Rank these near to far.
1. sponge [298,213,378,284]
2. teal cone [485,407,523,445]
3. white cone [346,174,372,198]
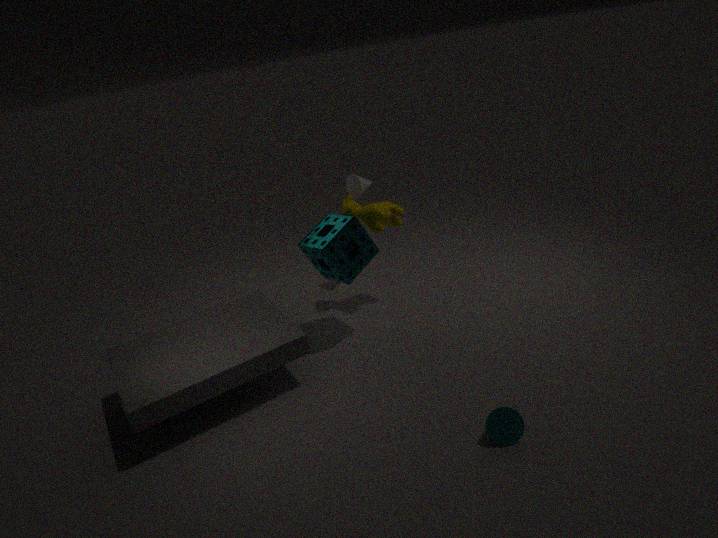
teal cone [485,407,523,445], sponge [298,213,378,284], white cone [346,174,372,198]
